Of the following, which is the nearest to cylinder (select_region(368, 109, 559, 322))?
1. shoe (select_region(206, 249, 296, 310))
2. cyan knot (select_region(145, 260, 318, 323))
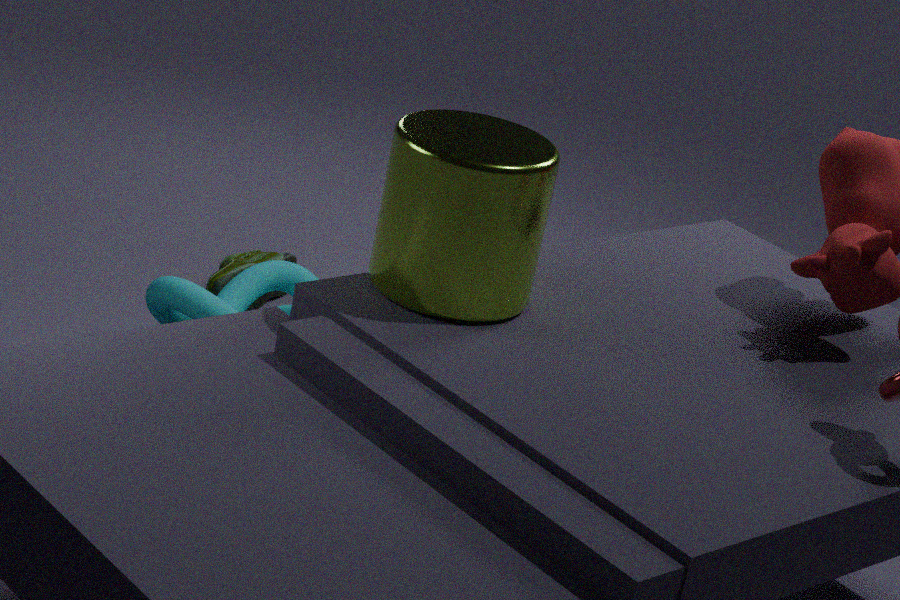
cyan knot (select_region(145, 260, 318, 323))
